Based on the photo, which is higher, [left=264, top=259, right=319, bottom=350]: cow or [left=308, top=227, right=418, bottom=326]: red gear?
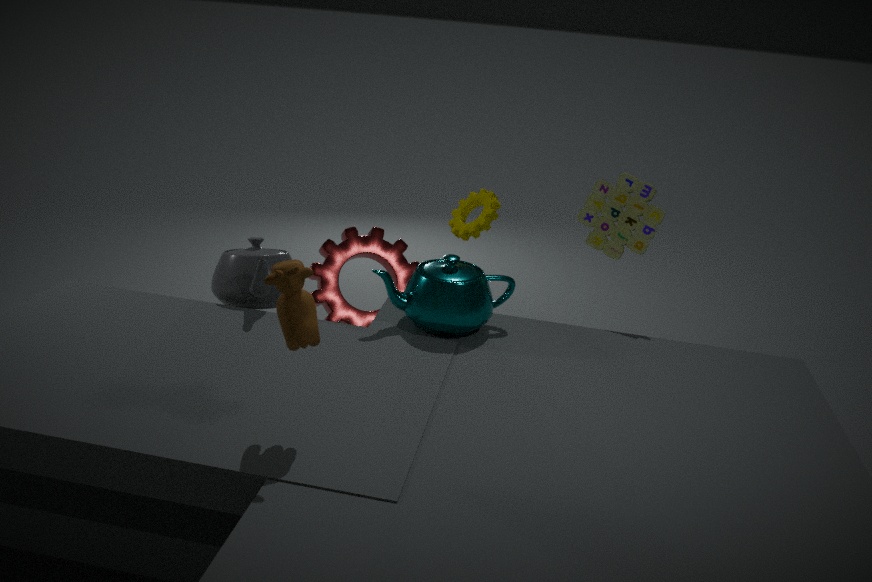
[left=264, top=259, right=319, bottom=350]: cow
